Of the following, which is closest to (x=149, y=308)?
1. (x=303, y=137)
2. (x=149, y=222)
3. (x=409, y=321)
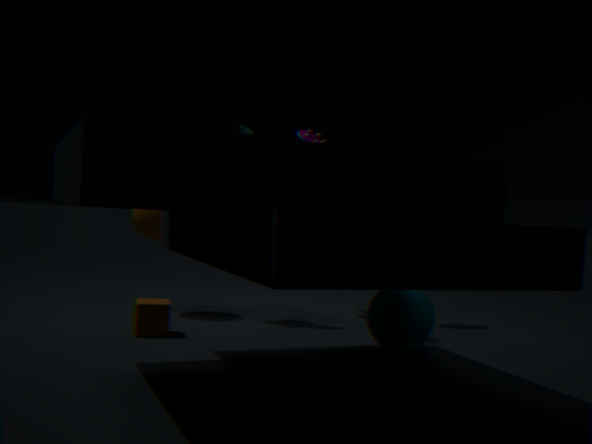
(x=149, y=222)
